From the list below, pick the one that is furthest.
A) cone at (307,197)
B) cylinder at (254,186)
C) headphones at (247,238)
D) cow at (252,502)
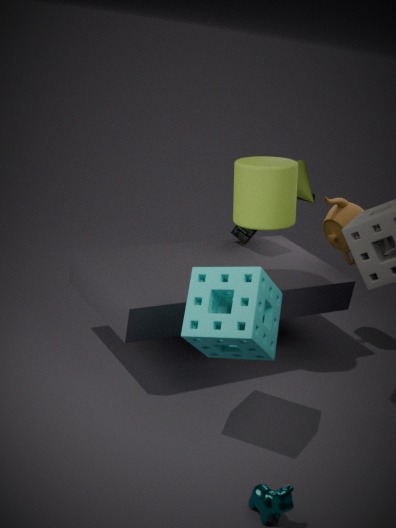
cone at (307,197)
